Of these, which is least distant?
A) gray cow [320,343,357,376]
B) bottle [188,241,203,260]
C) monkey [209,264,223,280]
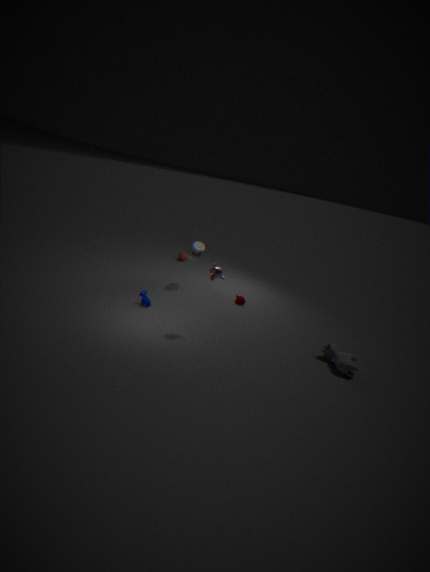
gray cow [320,343,357,376]
